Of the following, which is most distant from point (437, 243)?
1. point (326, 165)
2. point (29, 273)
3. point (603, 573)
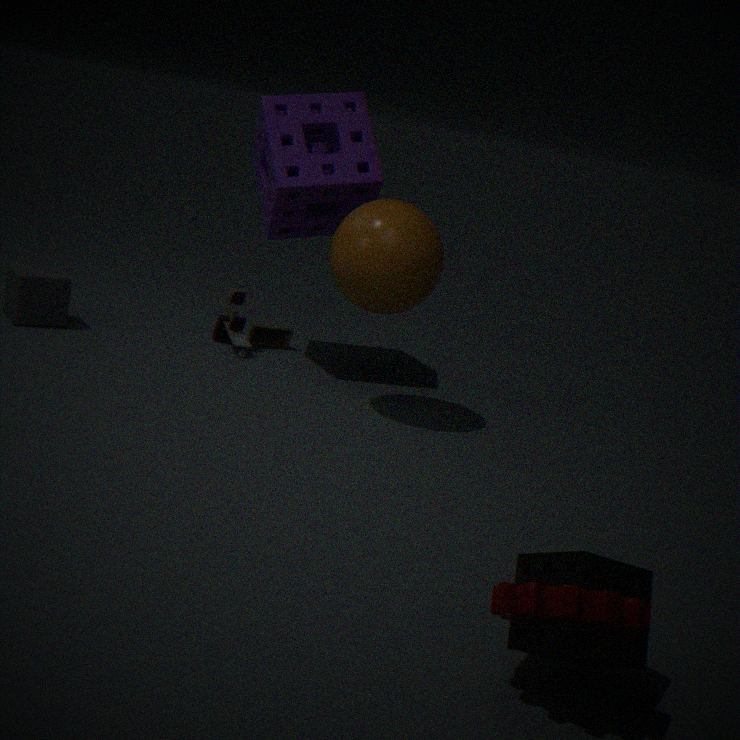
point (603, 573)
